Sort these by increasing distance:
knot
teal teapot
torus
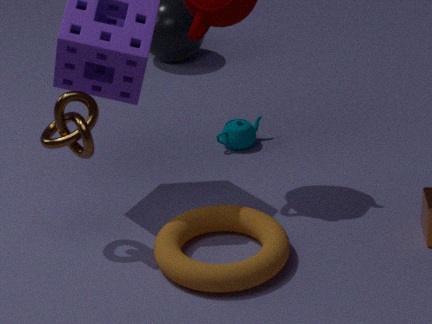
1. torus
2. knot
3. teal teapot
